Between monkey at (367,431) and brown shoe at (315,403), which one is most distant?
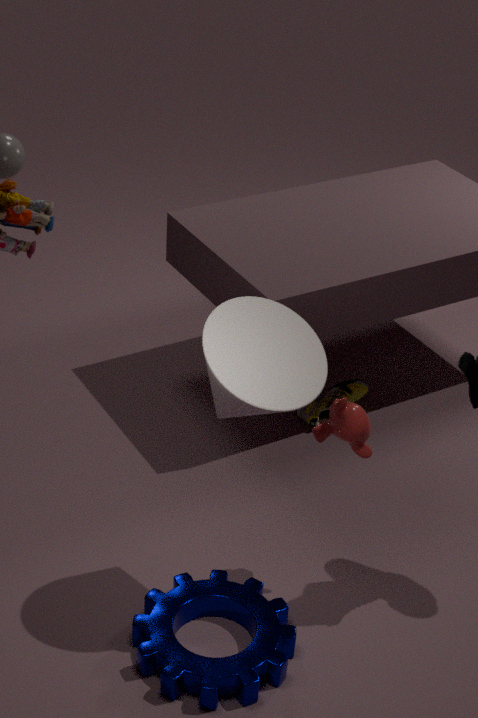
brown shoe at (315,403)
